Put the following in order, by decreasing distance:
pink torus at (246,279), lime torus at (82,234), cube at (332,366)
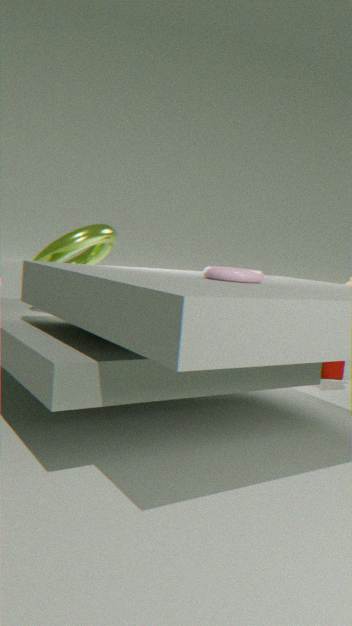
cube at (332,366) < lime torus at (82,234) < pink torus at (246,279)
